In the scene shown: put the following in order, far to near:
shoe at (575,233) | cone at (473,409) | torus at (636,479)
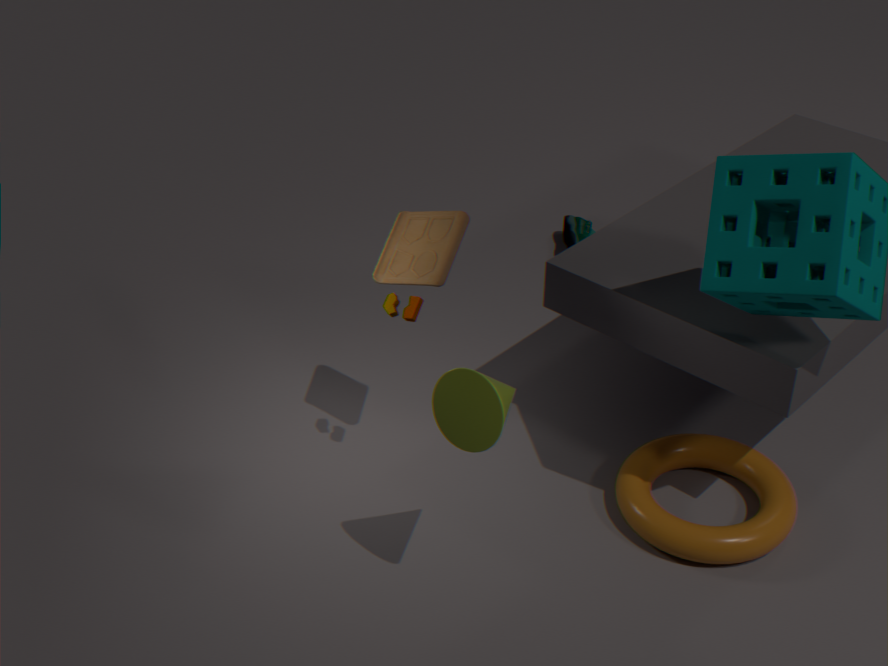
shoe at (575,233) < torus at (636,479) < cone at (473,409)
